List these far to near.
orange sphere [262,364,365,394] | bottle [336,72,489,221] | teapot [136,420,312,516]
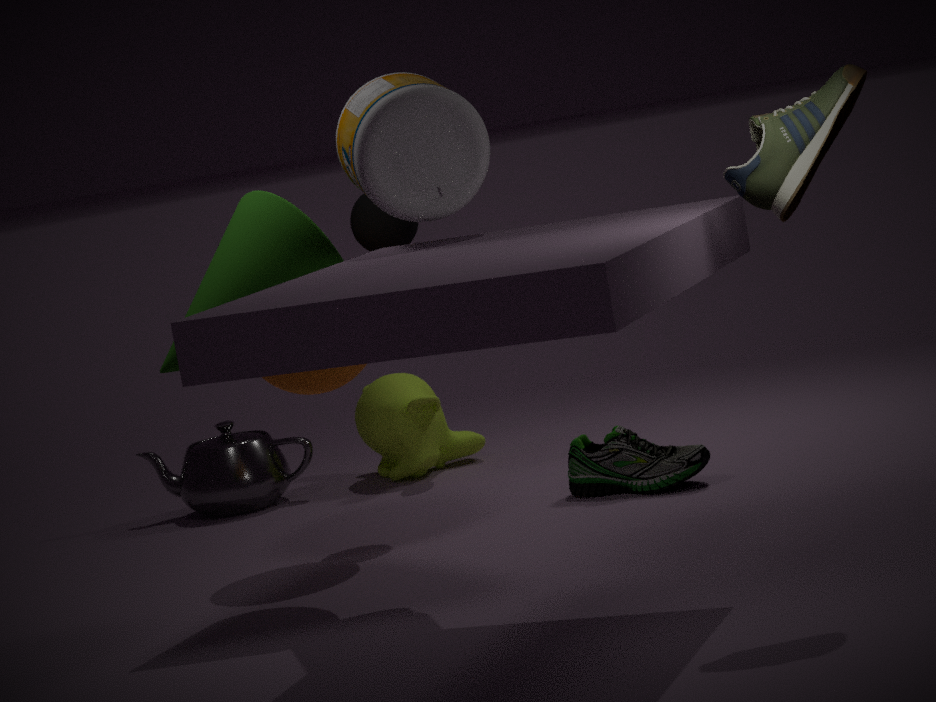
teapot [136,420,312,516] → orange sphere [262,364,365,394] → bottle [336,72,489,221]
